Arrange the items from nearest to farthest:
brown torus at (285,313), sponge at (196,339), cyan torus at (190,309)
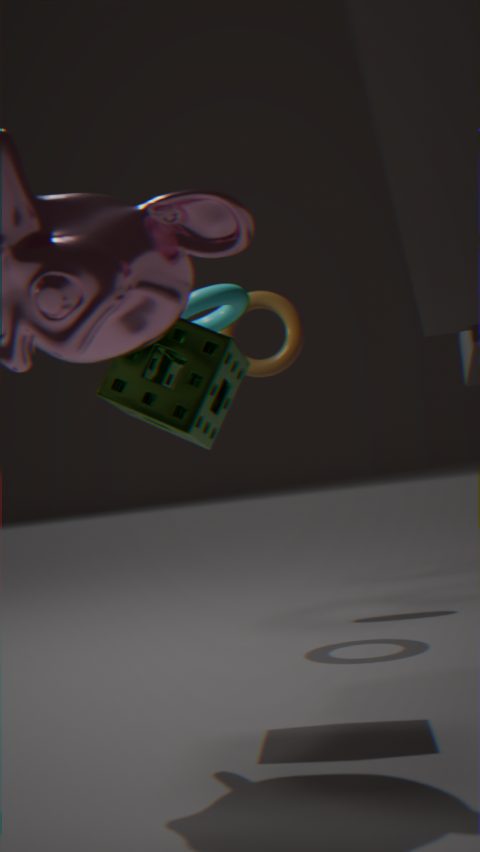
sponge at (196,339)
cyan torus at (190,309)
brown torus at (285,313)
